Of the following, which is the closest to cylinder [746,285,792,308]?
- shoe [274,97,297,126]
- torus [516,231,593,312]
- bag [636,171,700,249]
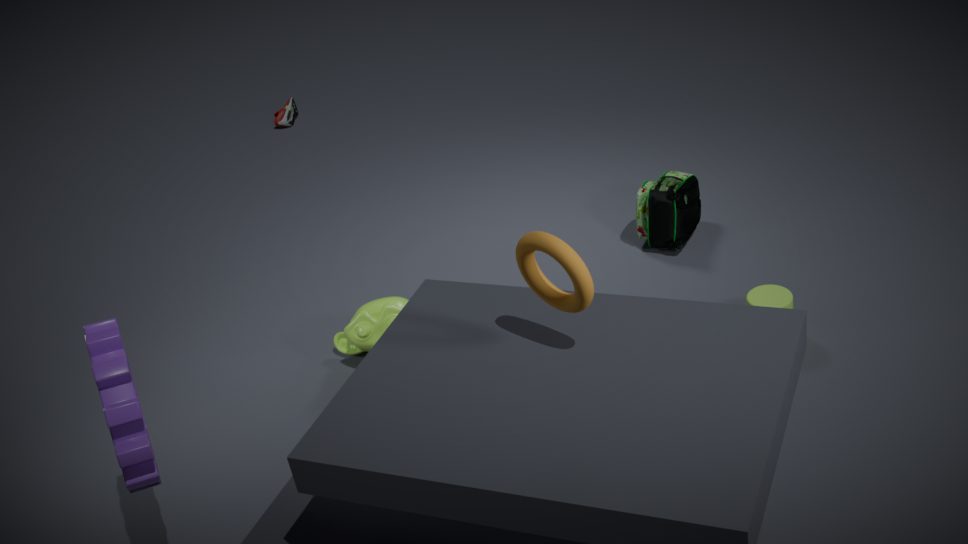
bag [636,171,700,249]
